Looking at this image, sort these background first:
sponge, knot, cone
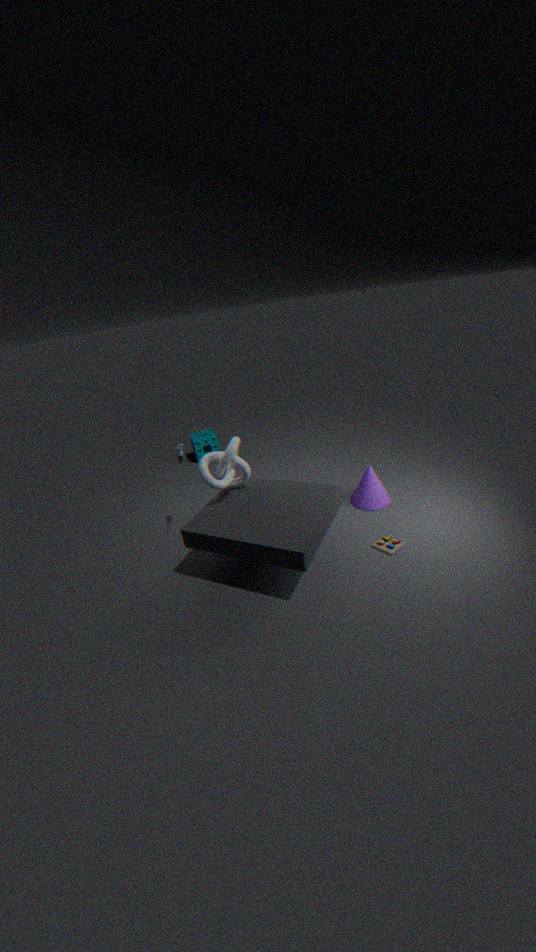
sponge < cone < knot
